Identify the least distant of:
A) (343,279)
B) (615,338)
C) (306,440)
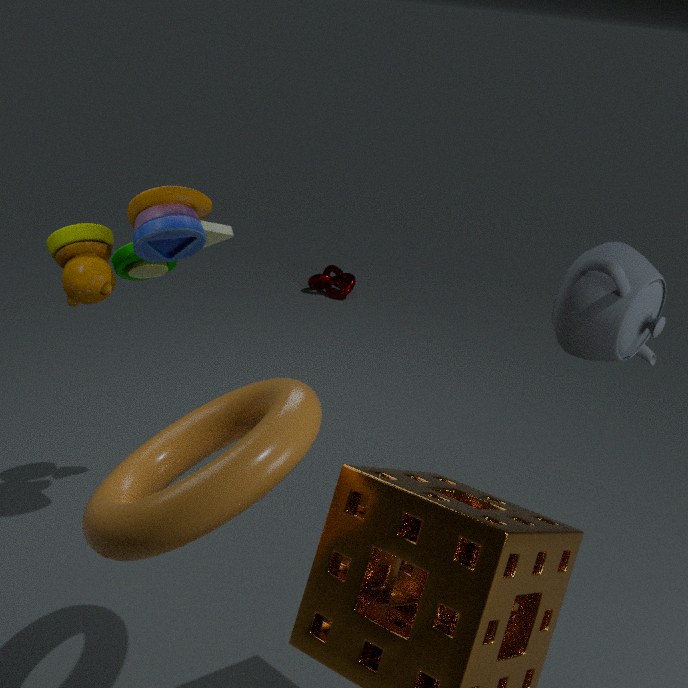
(306,440)
